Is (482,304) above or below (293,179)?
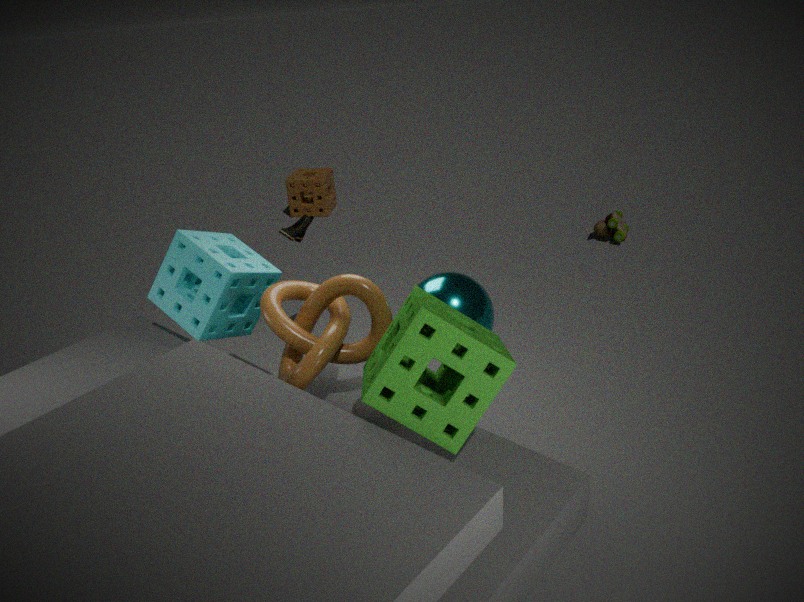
above
